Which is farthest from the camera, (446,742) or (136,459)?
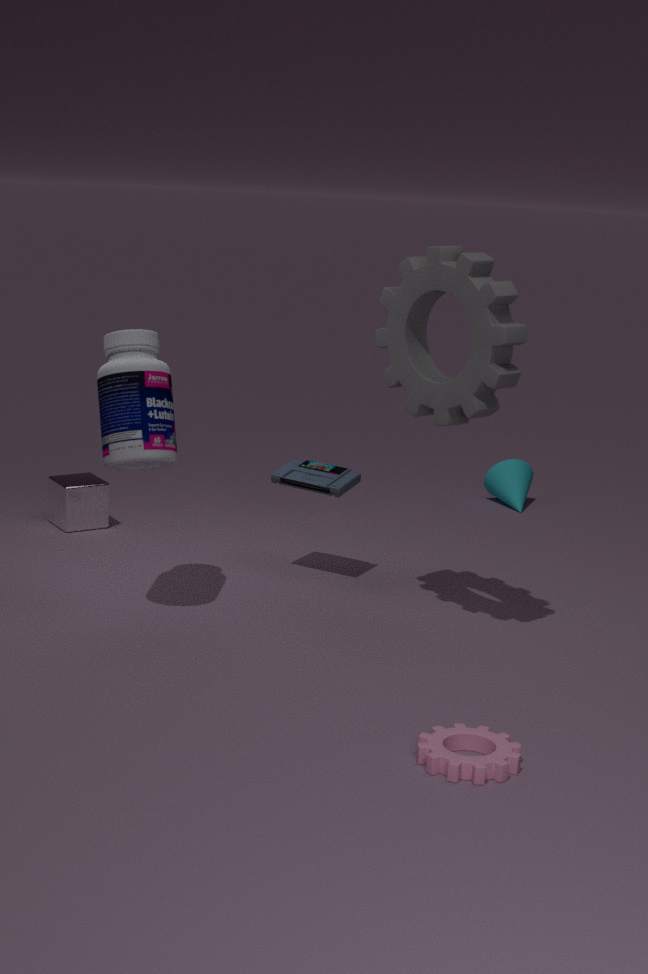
(136,459)
